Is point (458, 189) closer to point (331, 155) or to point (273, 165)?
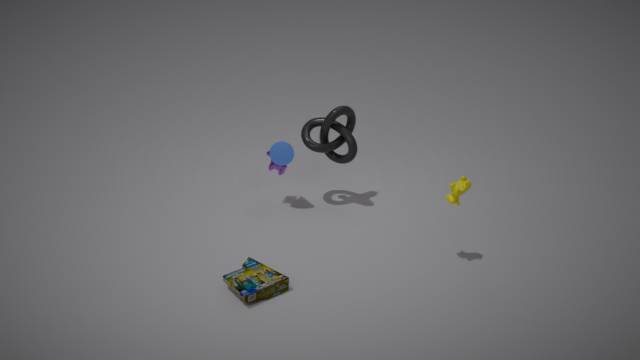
point (331, 155)
